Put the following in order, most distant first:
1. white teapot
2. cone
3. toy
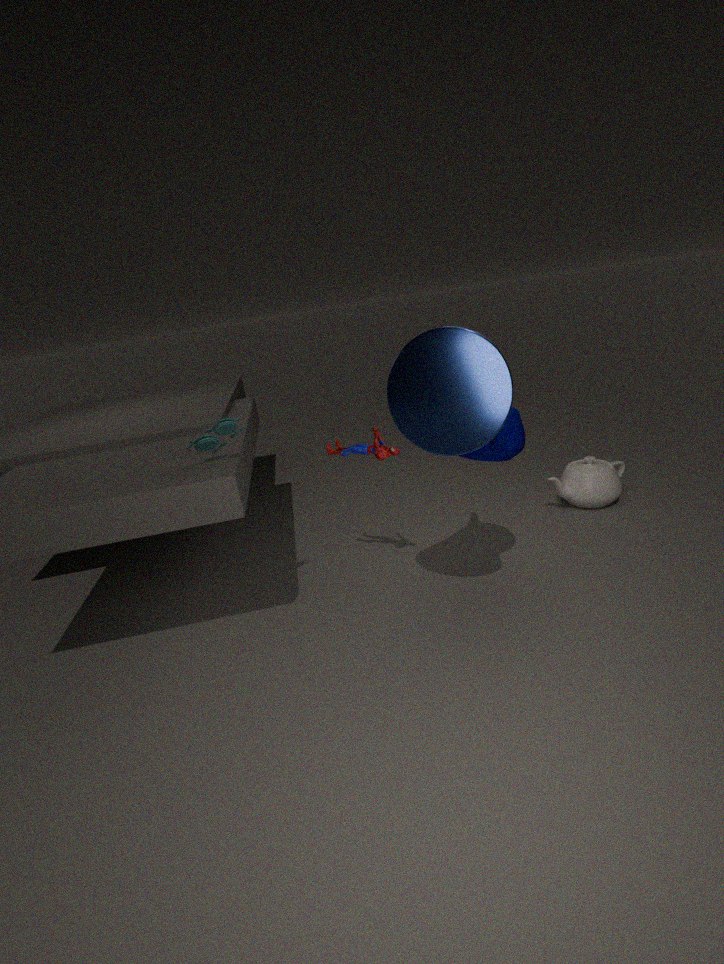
white teapot, toy, cone
